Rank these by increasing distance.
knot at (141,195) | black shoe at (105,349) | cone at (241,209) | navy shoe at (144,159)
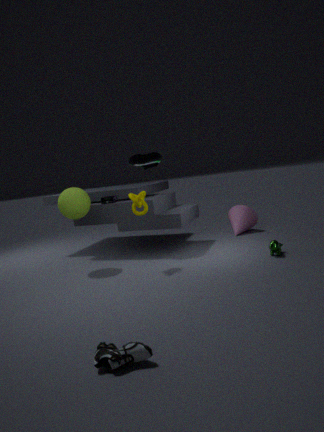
black shoe at (105,349), knot at (141,195), navy shoe at (144,159), cone at (241,209)
